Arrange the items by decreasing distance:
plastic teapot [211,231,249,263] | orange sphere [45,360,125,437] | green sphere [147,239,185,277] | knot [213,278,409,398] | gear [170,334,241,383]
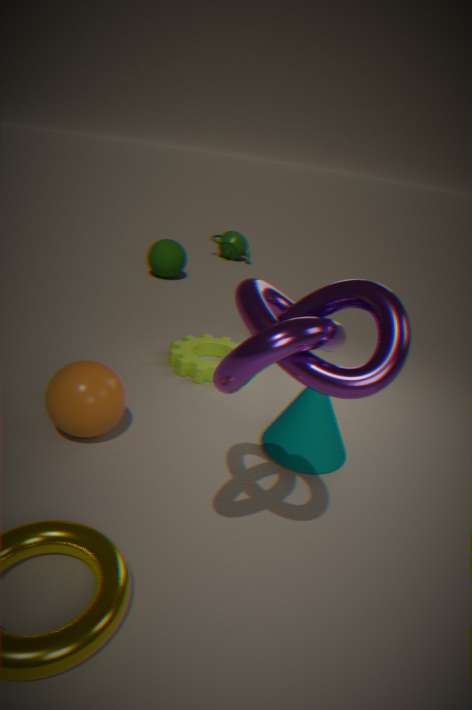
plastic teapot [211,231,249,263]
green sphere [147,239,185,277]
gear [170,334,241,383]
orange sphere [45,360,125,437]
knot [213,278,409,398]
